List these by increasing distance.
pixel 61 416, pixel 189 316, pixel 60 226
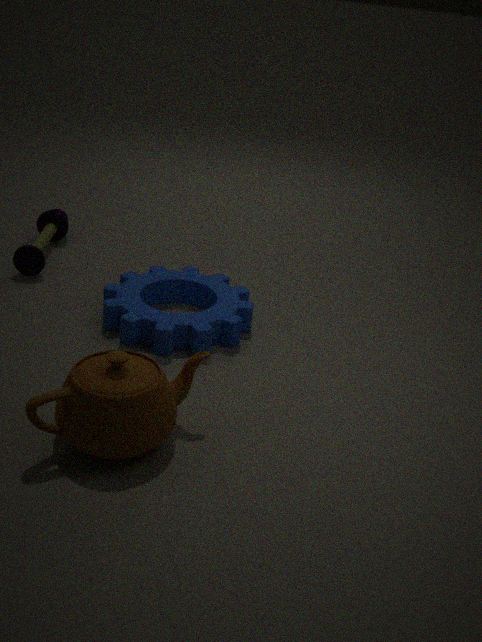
pixel 61 416 → pixel 189 316 → pixel 60 226
